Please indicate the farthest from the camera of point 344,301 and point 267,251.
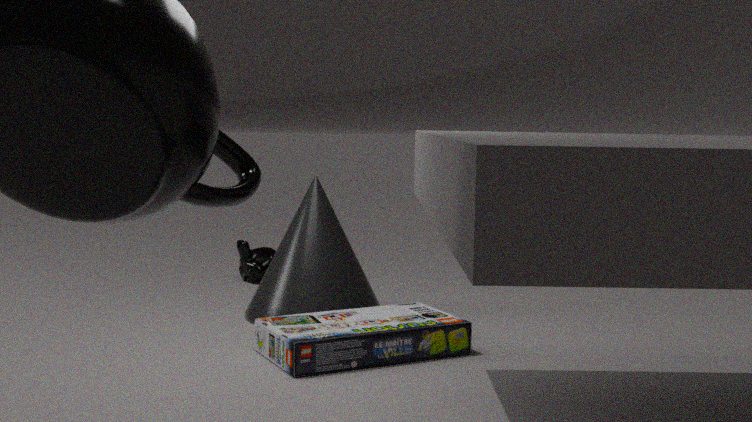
point 267,251
